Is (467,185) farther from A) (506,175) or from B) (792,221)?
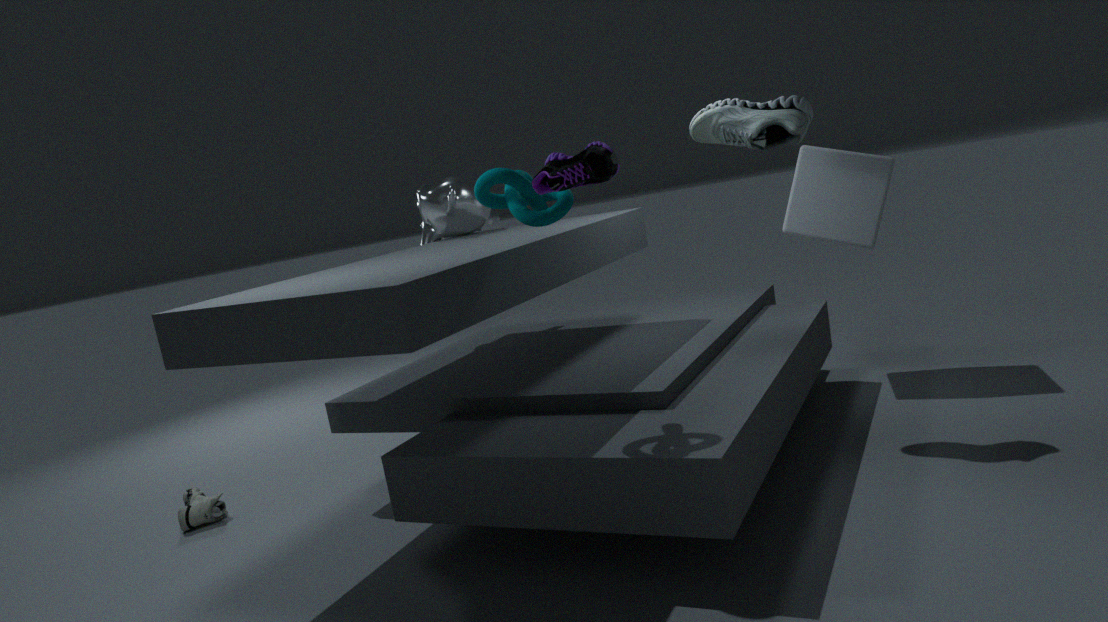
B) (792,221)
